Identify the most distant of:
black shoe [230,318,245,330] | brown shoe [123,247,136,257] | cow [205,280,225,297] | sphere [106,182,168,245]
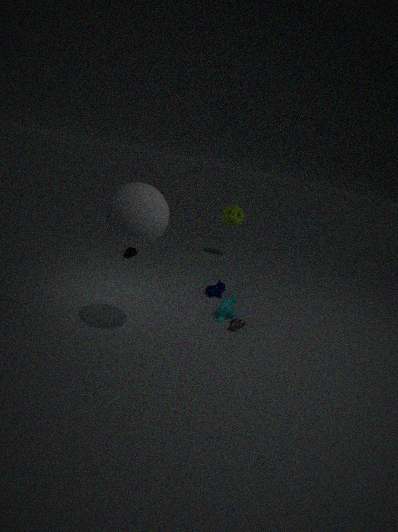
brown shoe [123,247,136,257]
